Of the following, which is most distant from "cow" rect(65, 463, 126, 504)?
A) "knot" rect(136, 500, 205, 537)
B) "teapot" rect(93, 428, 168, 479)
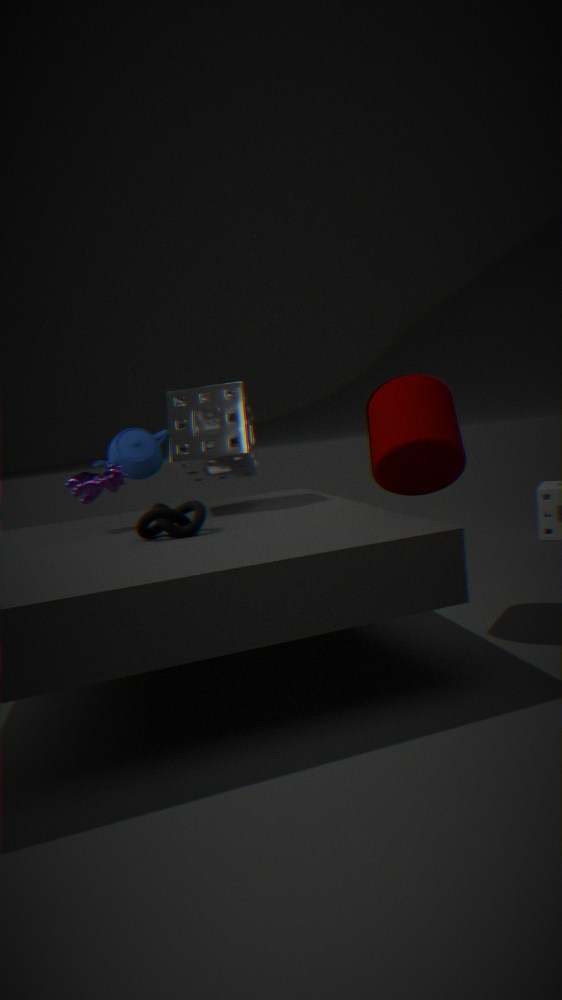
"teapot" rect(93, 428, 168, 479)
